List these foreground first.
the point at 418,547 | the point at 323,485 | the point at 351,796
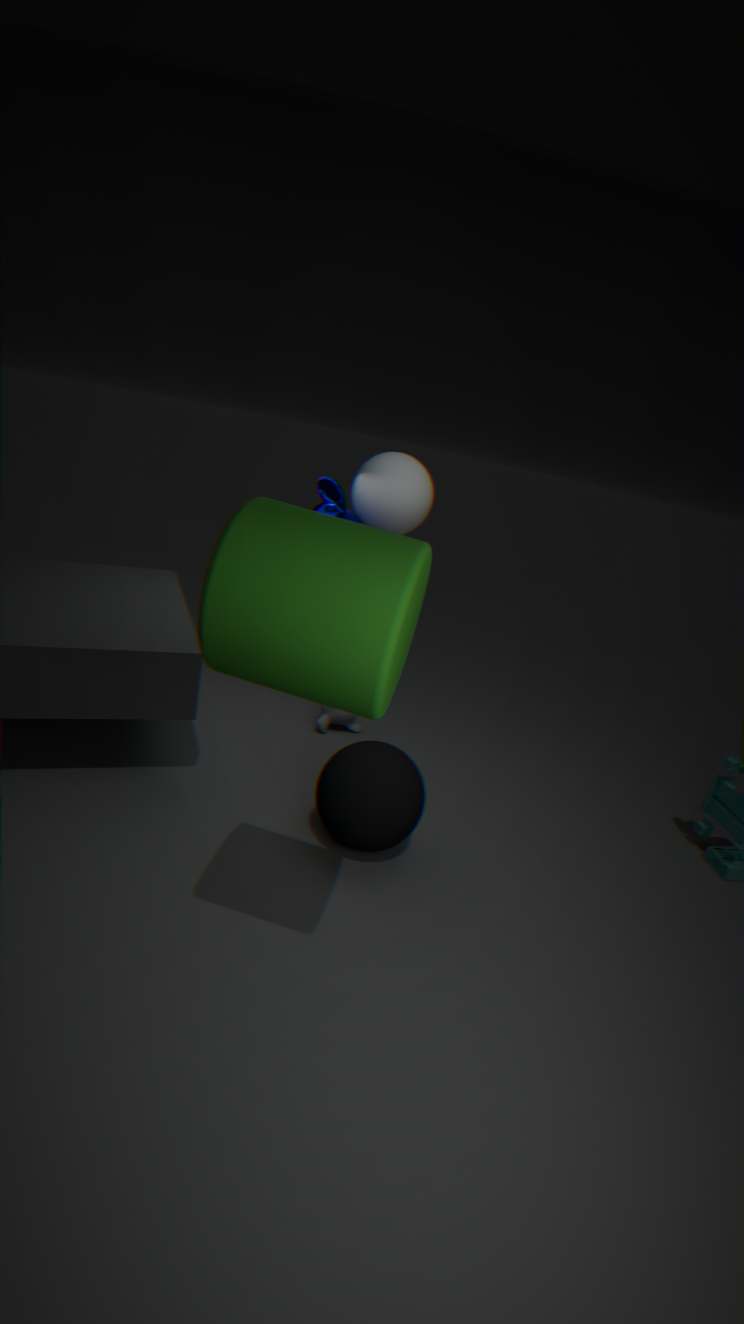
the point at 418,547 < the point at 351,796 < the point at 323,485
